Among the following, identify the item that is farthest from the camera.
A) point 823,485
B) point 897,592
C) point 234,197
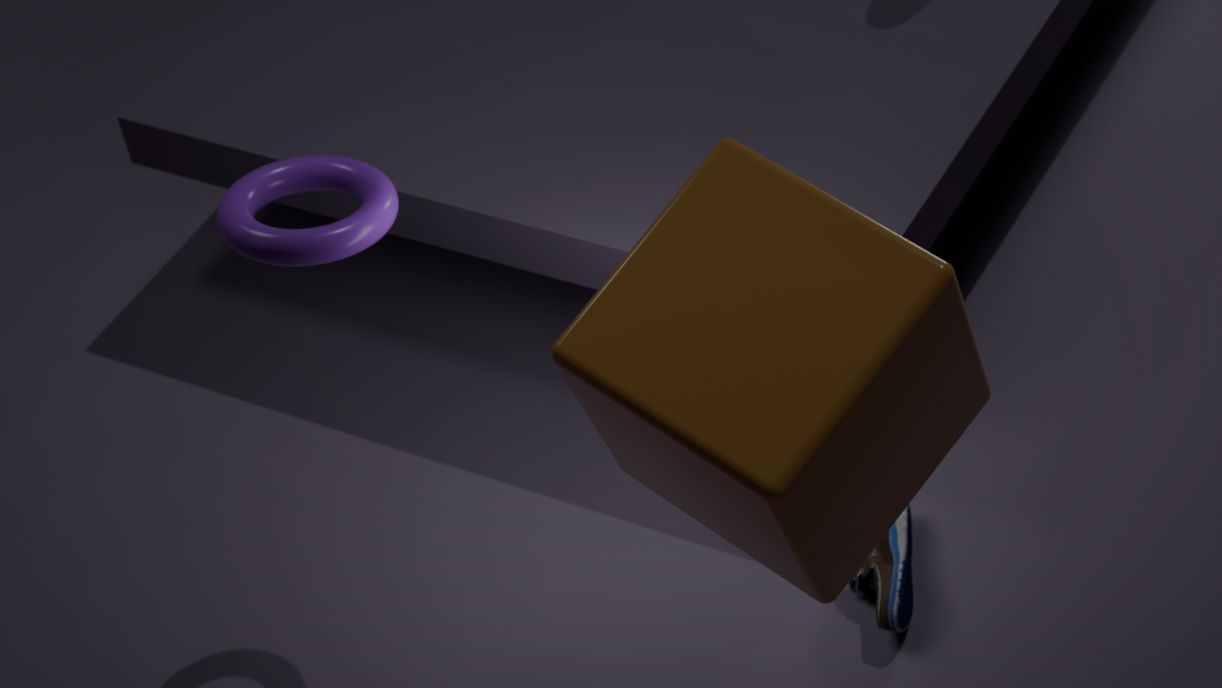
point 897,592
